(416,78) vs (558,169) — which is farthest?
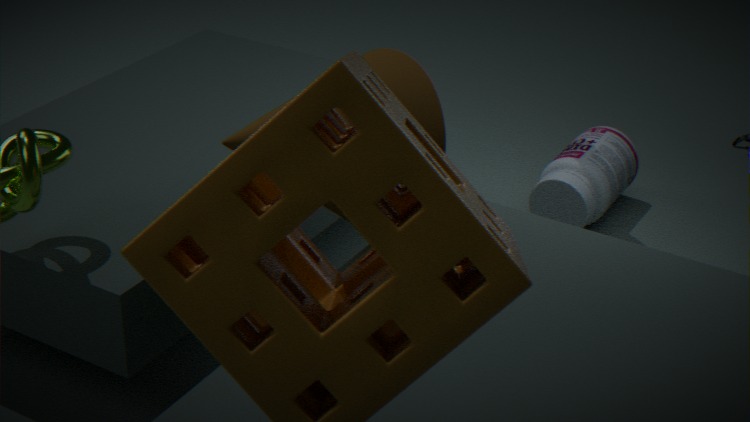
(558,169)
